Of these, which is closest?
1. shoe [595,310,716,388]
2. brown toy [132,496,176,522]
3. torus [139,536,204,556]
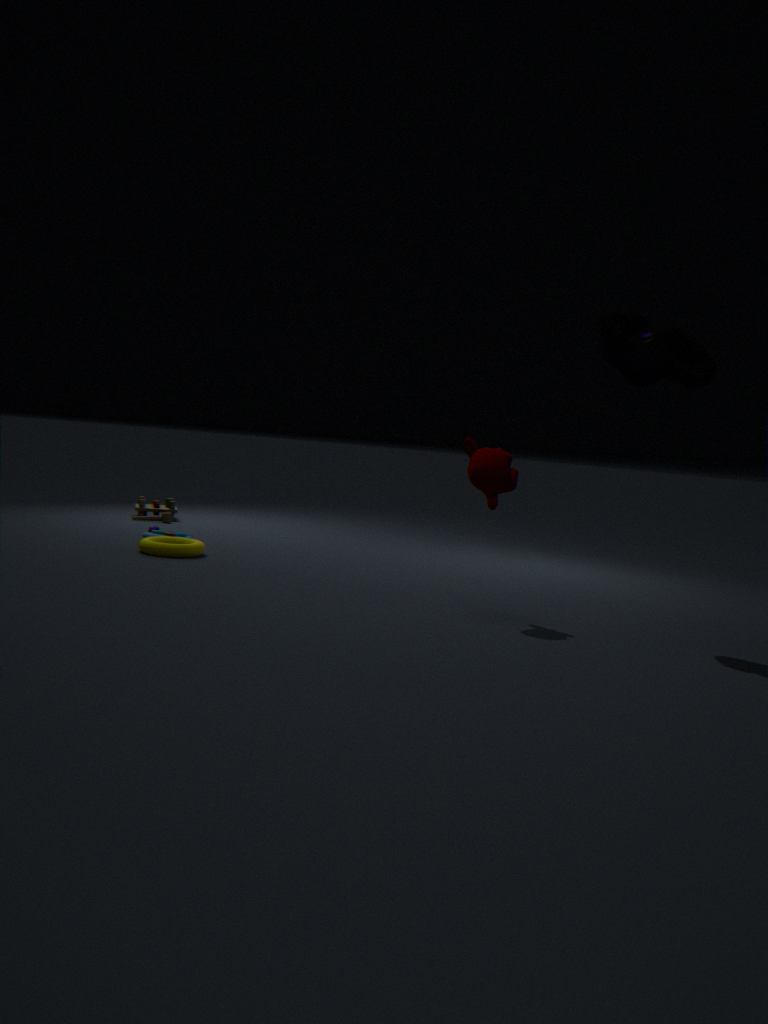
shoe [595,310,716,388]
